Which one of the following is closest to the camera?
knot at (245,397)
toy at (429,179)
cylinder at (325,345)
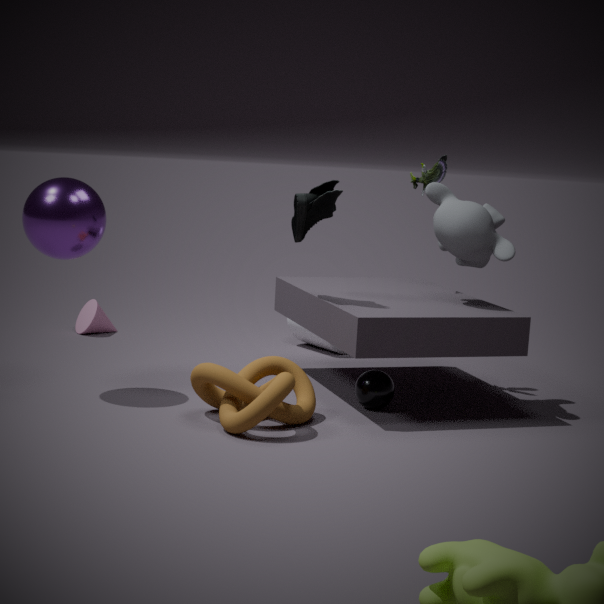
knot at (245,397)
